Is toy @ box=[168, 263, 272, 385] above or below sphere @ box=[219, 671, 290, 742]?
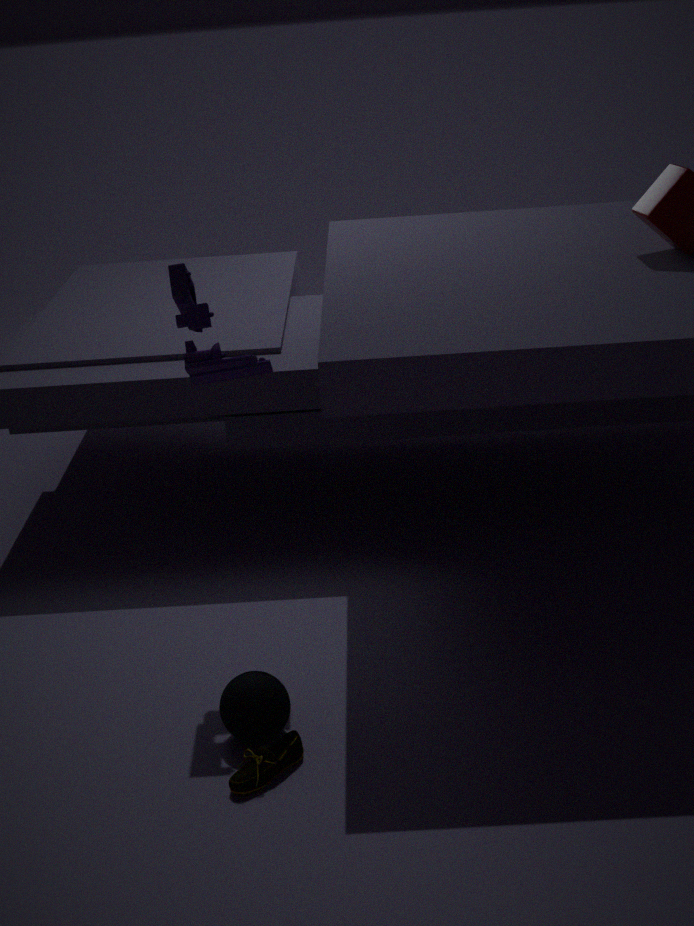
above
